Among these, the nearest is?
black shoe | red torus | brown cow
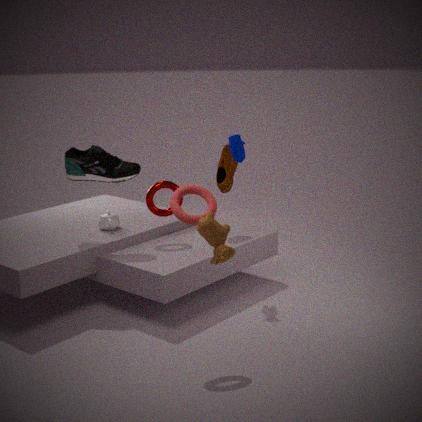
brown cow
